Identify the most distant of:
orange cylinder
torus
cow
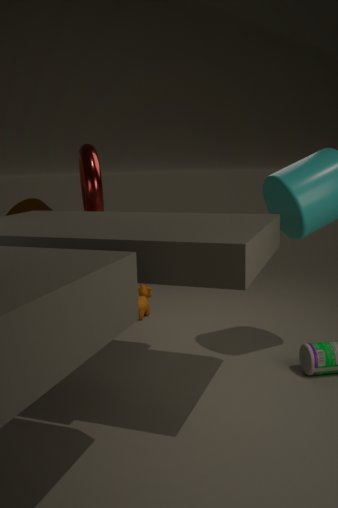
cow
